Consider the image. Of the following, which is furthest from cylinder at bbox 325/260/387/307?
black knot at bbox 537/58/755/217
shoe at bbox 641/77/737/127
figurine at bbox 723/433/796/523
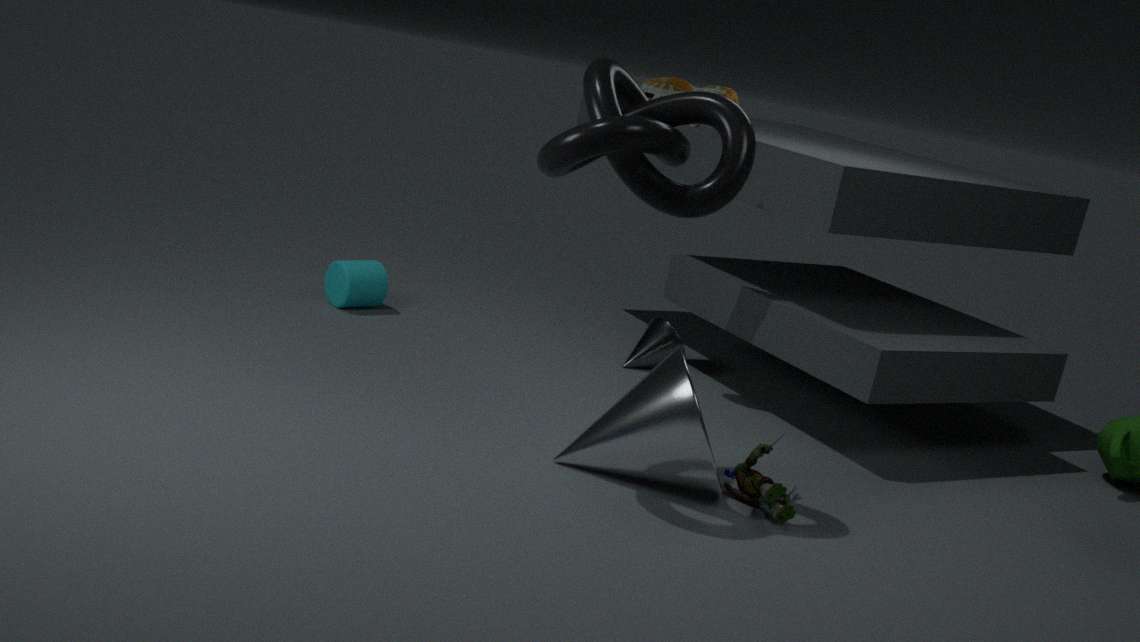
figurine at bbox 723/433/796/523
